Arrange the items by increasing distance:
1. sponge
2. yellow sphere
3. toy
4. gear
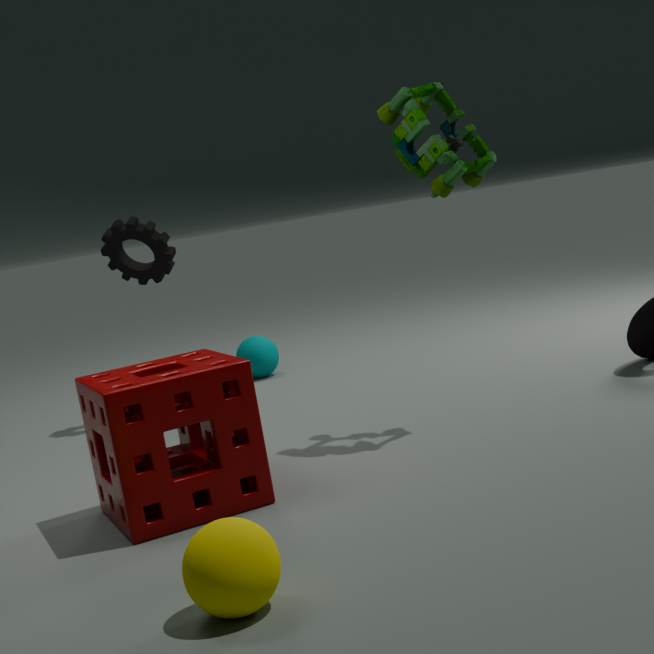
yellow sphere < sponge < toy < gear
